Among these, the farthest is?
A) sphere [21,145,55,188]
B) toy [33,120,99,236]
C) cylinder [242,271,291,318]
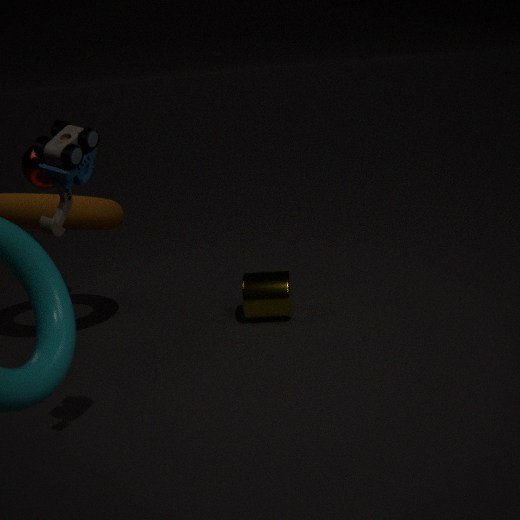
sphere [21,145,55,188]
